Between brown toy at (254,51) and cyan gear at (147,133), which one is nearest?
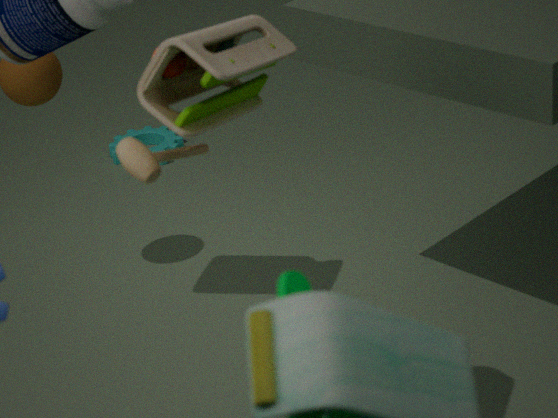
brown toy at (254,51)
